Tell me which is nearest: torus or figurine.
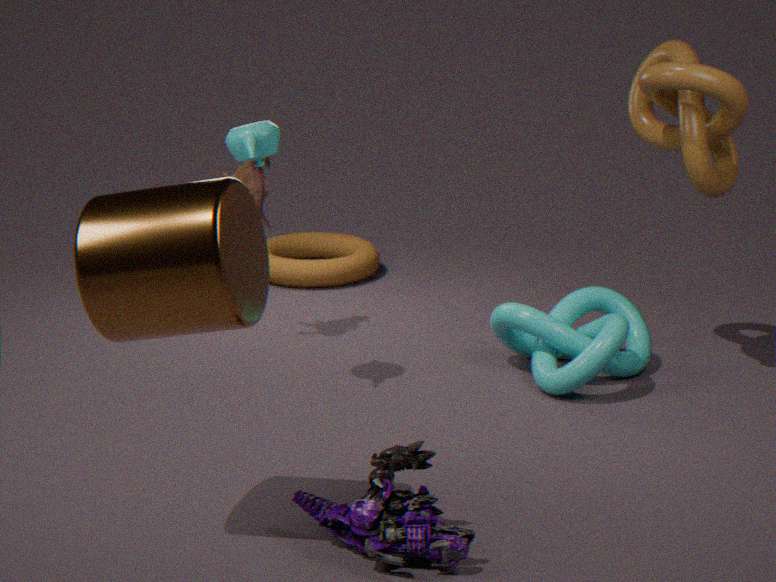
figurine
